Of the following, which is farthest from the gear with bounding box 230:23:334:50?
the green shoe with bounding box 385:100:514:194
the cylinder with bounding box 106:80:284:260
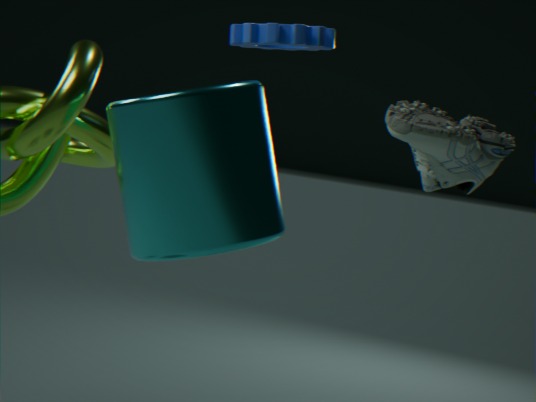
the green shoe with bounding box 385:100:514:194
